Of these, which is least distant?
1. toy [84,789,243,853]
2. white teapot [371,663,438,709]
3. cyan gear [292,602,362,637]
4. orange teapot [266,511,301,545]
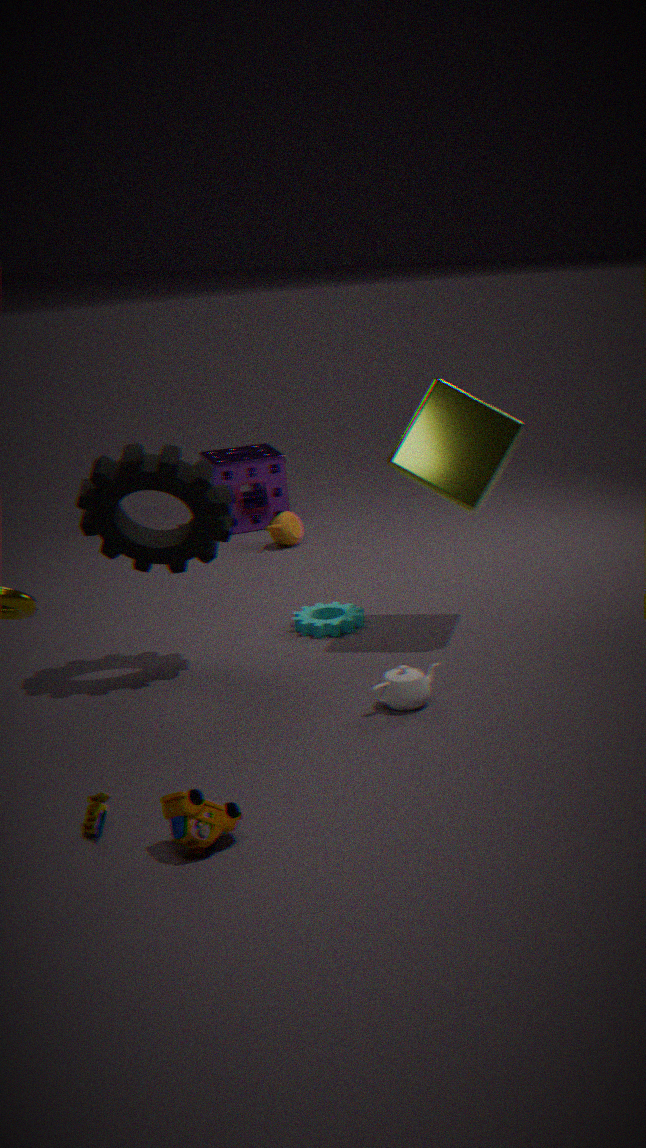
toy [84,789,243,853]
